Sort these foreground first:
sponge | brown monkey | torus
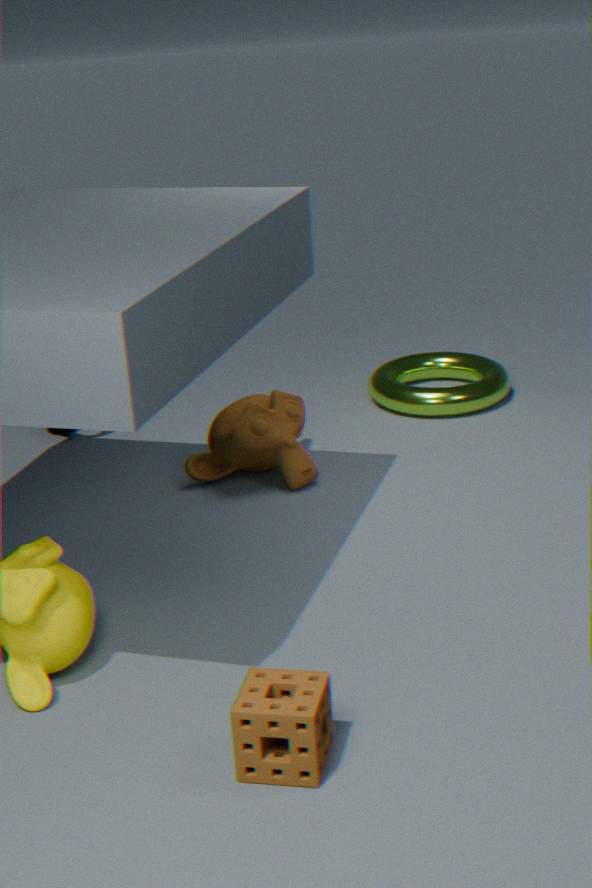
sponge, brown monkey, torus
